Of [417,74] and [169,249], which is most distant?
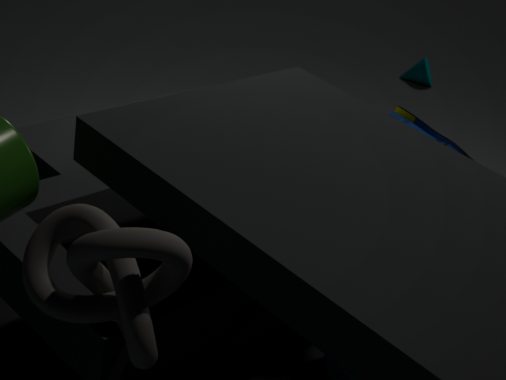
[417,74]
